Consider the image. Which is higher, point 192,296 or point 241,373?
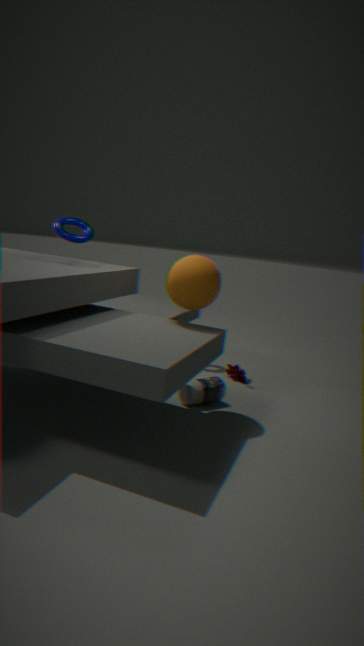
point 192,296
